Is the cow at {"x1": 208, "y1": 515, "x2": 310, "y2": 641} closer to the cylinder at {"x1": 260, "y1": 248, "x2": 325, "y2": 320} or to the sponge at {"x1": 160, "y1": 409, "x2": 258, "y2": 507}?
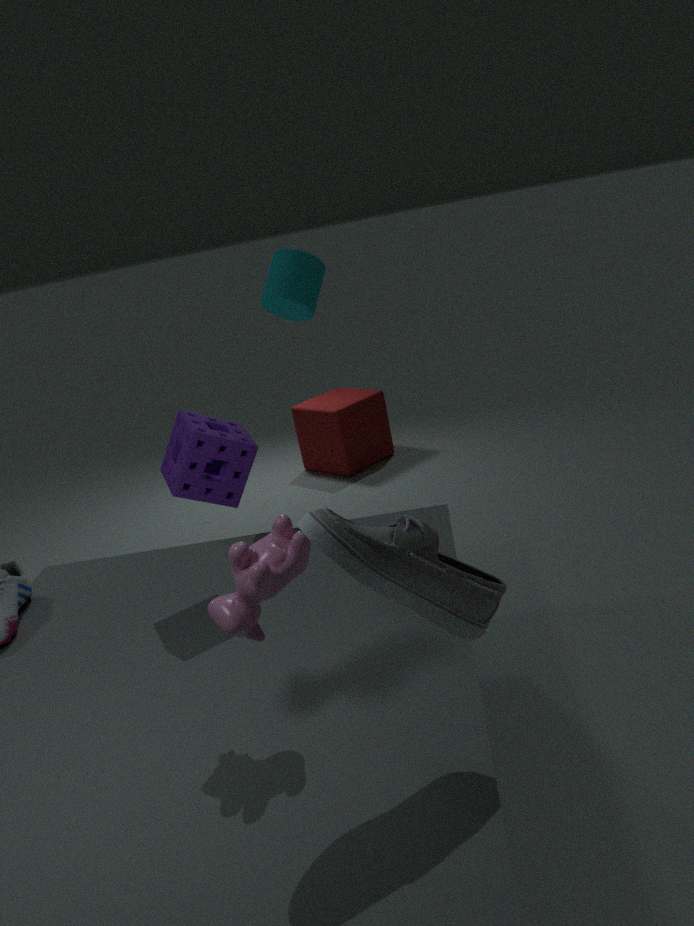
the sponge at {"x1": 160, "y1": 409, "x2": 258, "y2": 507}
